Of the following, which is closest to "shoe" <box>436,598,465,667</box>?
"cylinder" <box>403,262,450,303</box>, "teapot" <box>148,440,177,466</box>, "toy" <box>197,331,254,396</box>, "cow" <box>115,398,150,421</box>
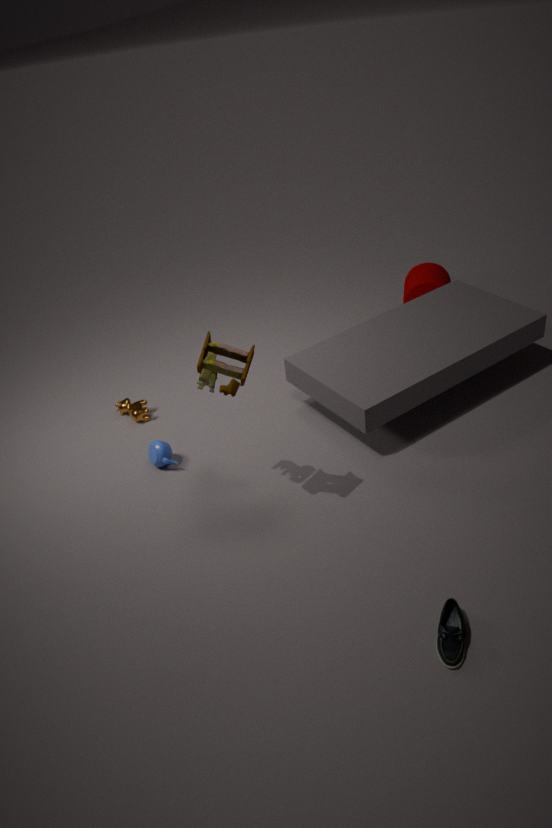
"toy" <box>197,331,254,396</box>
